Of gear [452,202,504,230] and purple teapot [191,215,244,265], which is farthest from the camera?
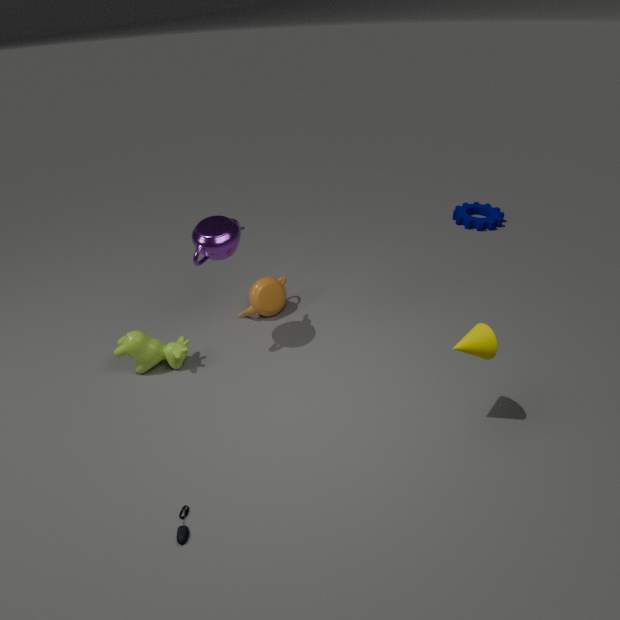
gear [452,202,504,230]
